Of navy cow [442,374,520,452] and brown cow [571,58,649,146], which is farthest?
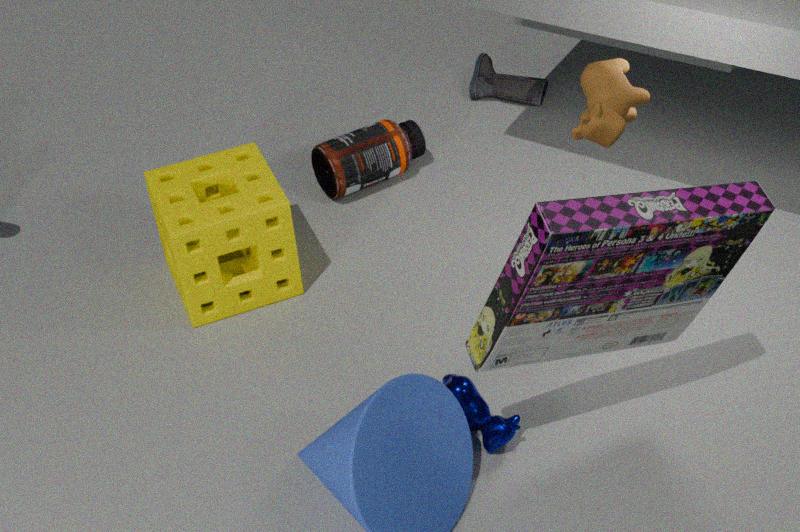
navy cow [442,374,520,452]
